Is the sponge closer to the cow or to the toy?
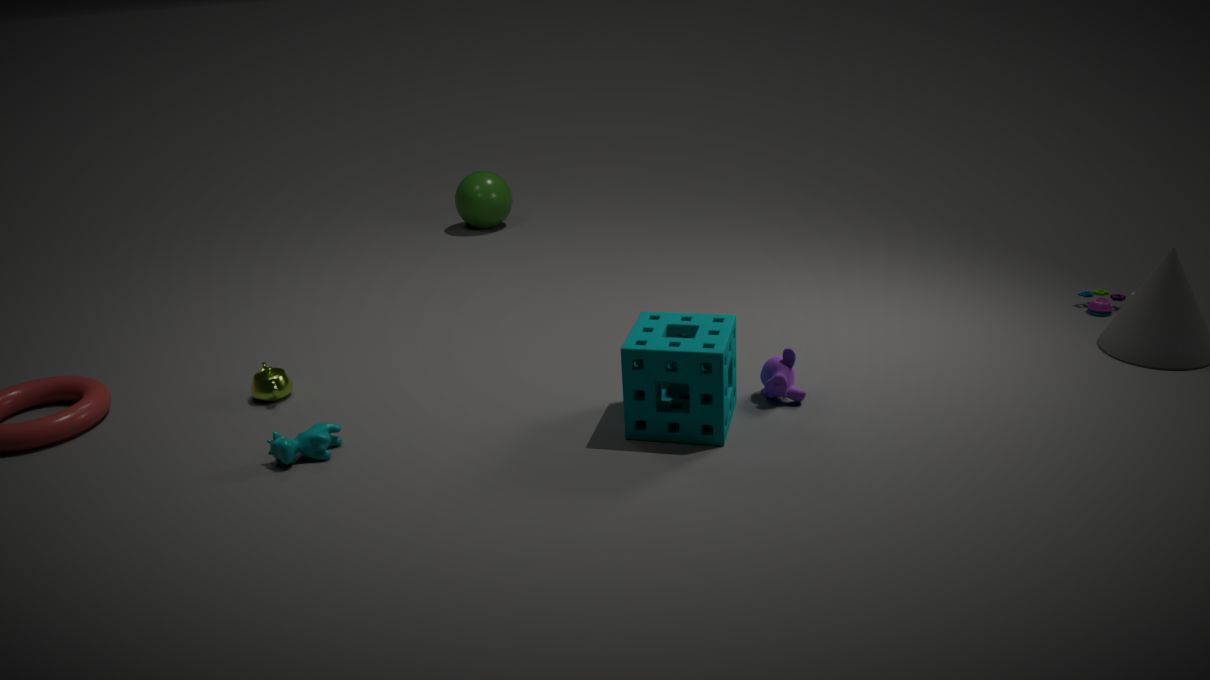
the cow
